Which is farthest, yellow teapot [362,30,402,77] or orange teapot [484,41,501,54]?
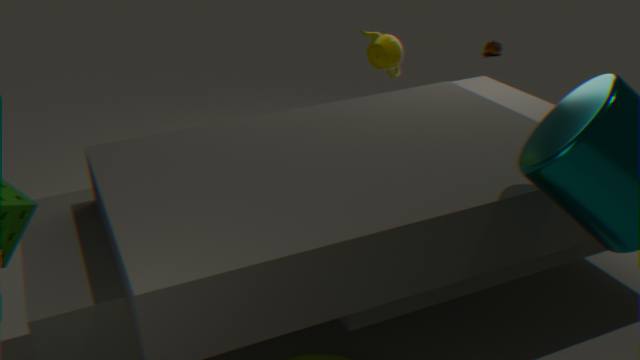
orange teapot [484,41,501,54]
